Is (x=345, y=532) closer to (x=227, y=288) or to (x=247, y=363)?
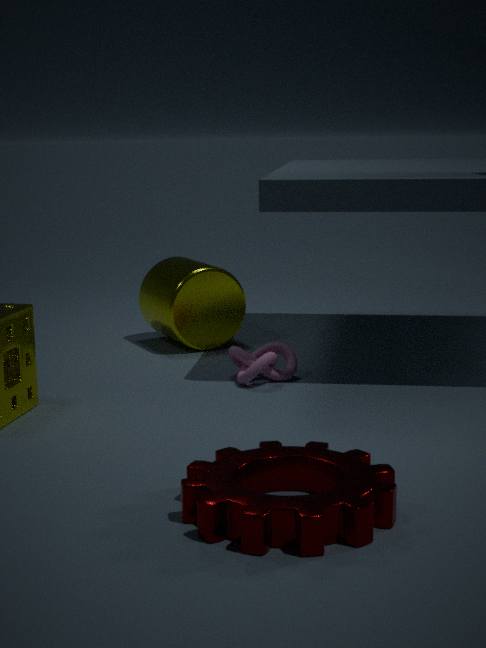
(x=247, y=363)
